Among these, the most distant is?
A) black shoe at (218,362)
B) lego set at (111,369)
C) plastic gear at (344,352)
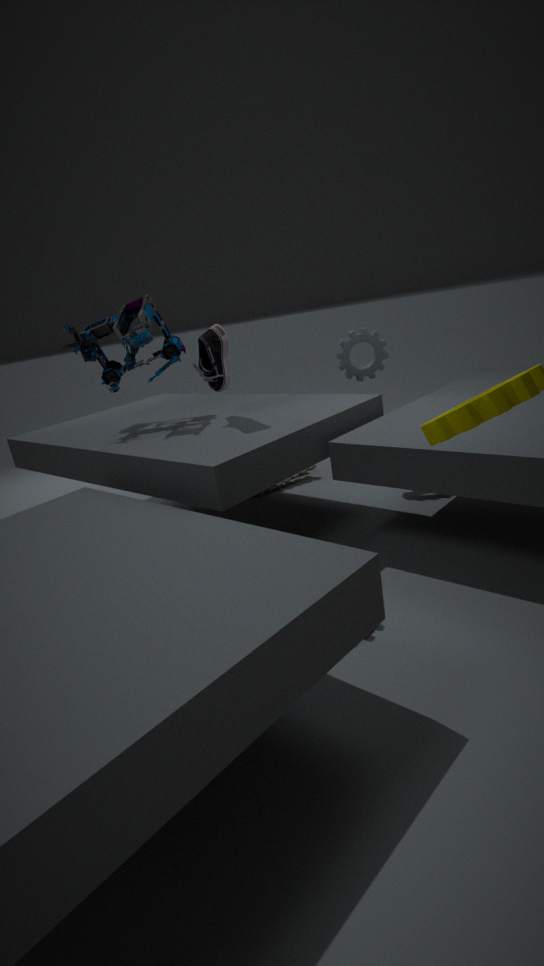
plastic gear at (344,352)
